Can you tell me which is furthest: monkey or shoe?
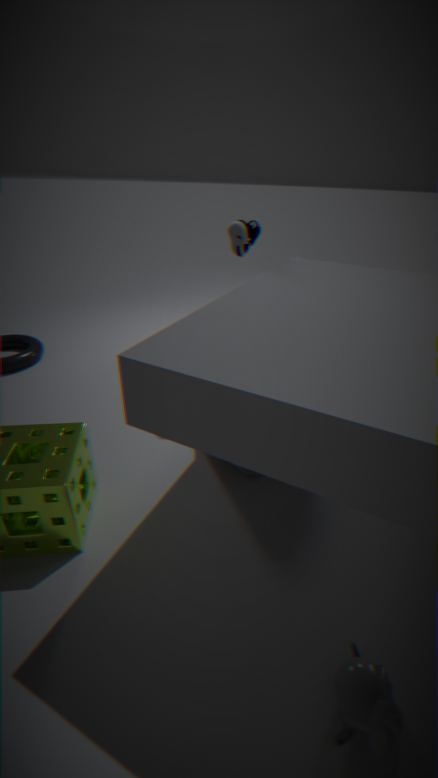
shoe
